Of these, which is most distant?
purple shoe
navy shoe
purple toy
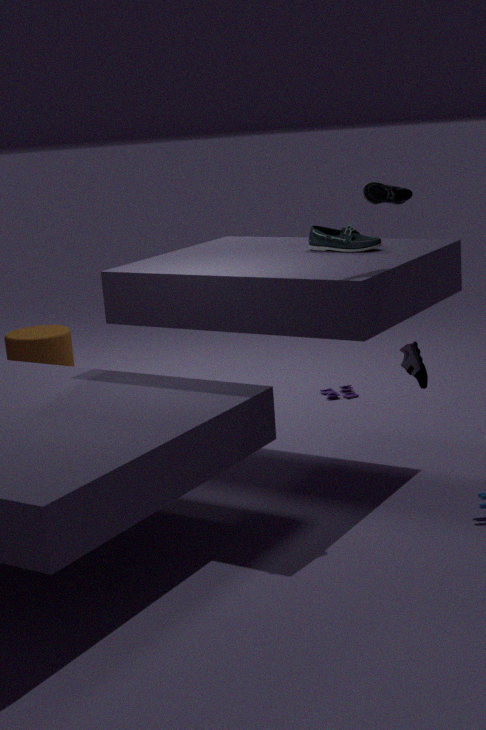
purple toy
